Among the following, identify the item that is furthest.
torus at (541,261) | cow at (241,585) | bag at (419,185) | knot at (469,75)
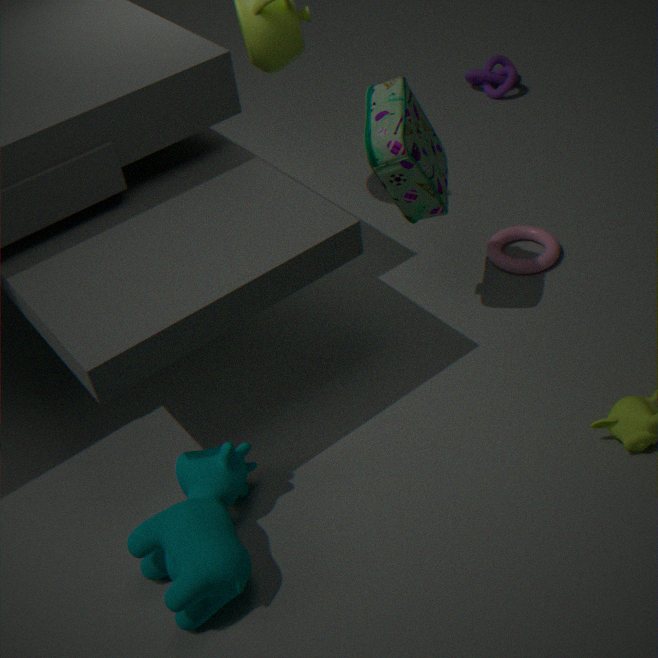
knot at (469,75)
